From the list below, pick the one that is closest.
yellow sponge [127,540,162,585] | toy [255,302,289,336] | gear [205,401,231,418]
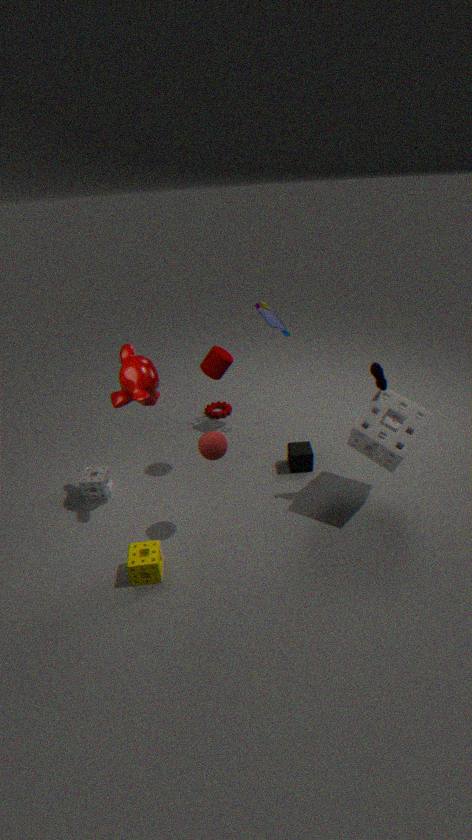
yellow sponge [127,540,162,585]
